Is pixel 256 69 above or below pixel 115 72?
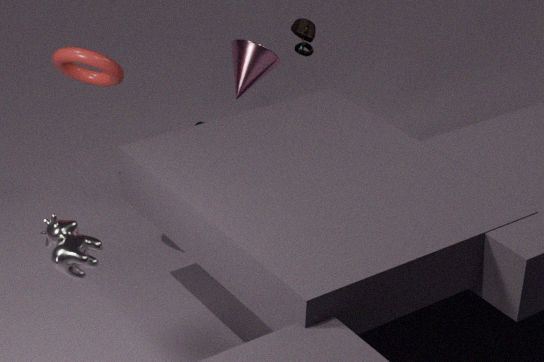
below
